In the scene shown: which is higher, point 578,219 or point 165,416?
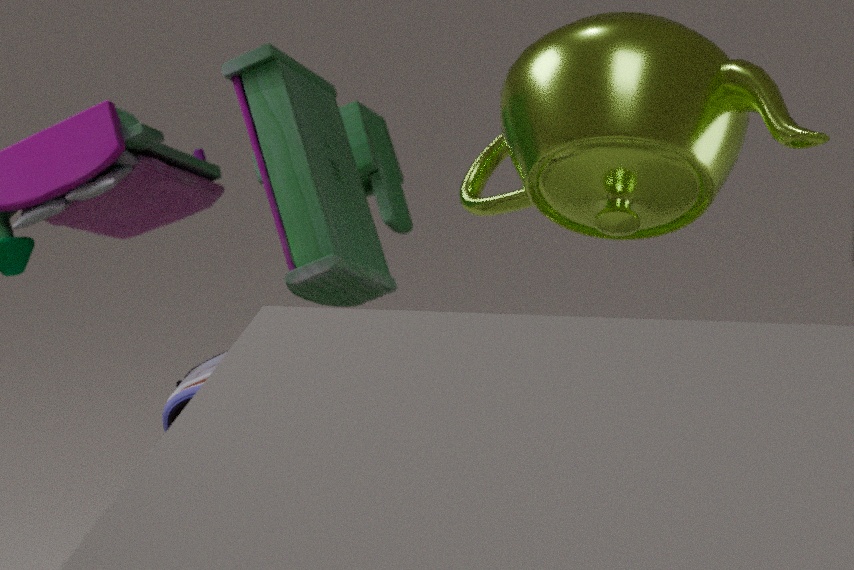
point 578,219
